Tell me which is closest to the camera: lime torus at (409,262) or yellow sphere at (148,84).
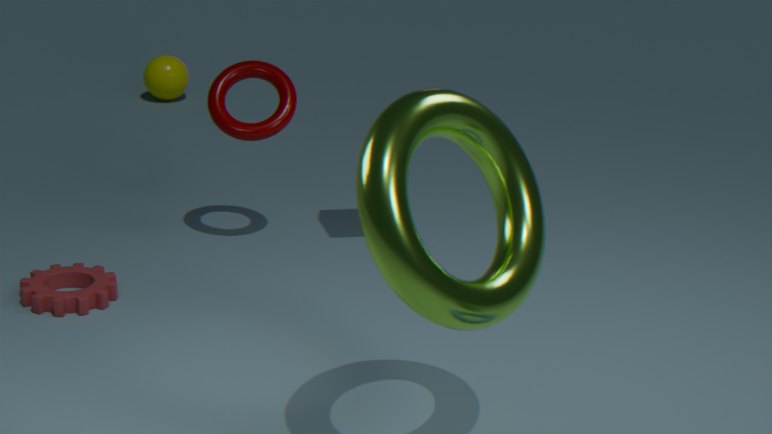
lime torus at (409,262)
